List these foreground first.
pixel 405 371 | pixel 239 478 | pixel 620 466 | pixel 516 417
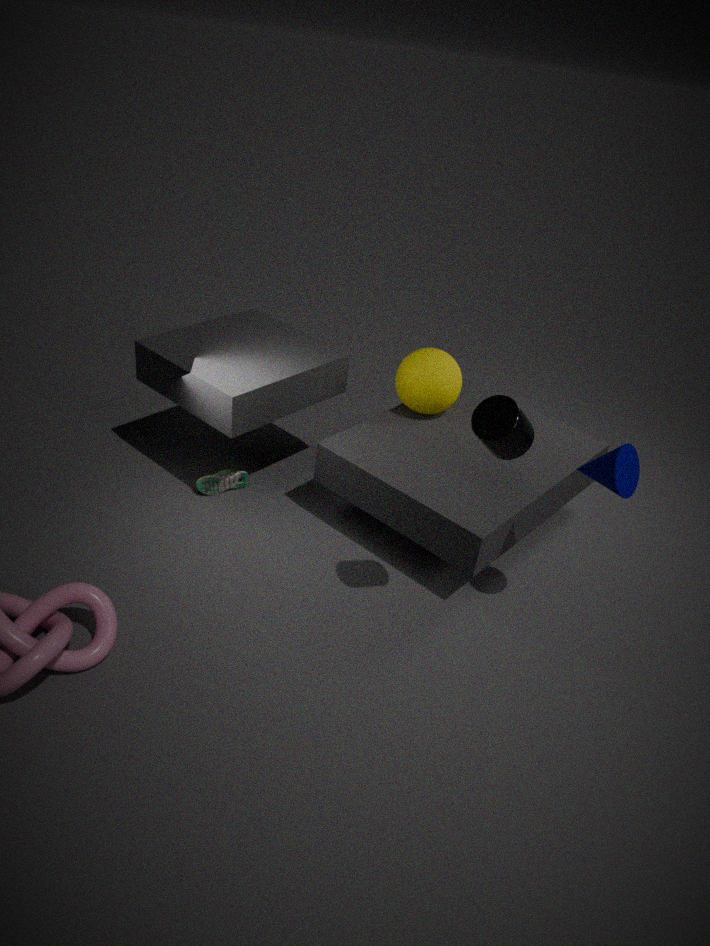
pixel 516 417 → pixel 620 466 → pixel 405 371 → pixel 239 478
